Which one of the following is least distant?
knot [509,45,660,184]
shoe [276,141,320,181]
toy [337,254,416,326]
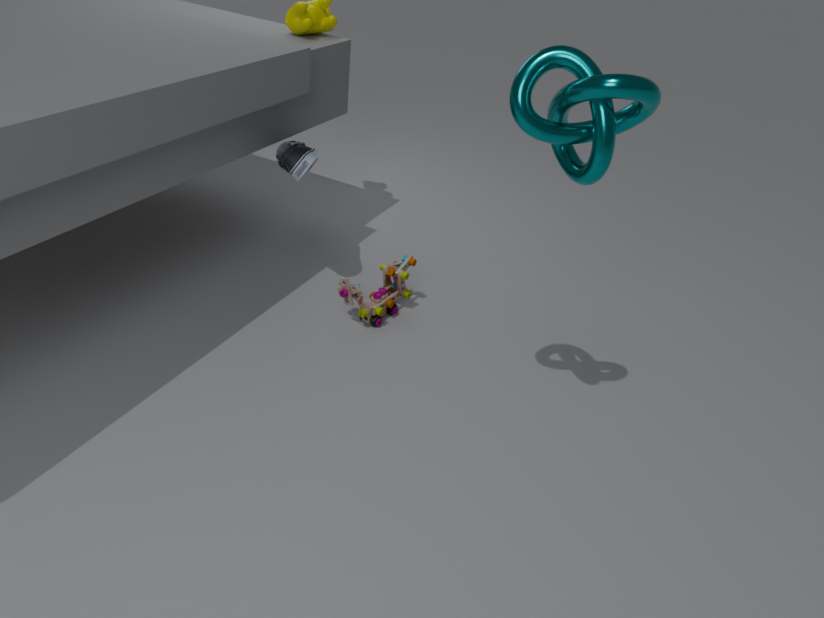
knot [509,45,660,184]
